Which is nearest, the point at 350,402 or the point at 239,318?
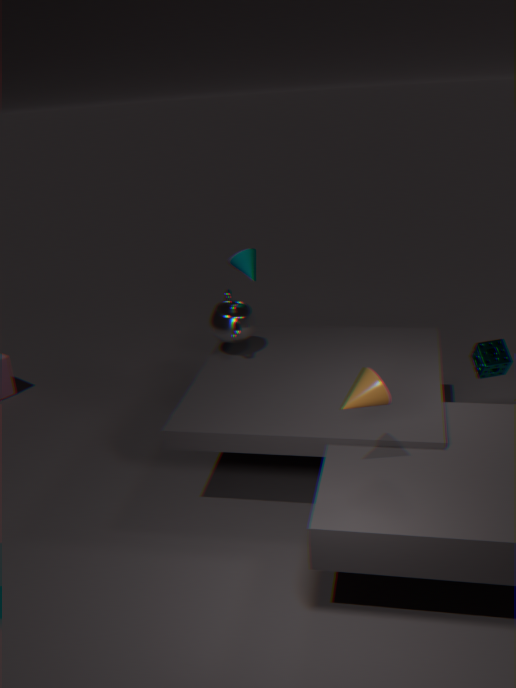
the point at 350,402
